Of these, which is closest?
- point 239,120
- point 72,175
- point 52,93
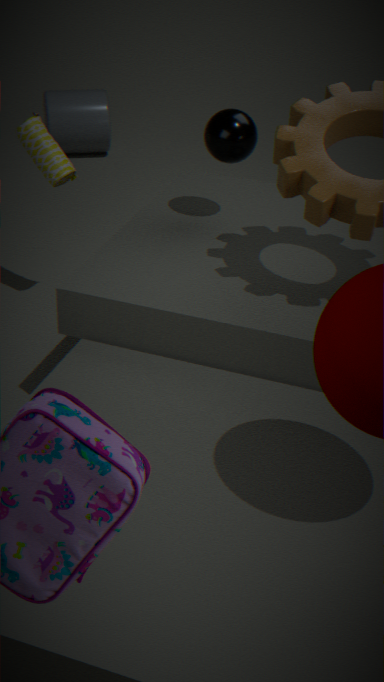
point 239,120
